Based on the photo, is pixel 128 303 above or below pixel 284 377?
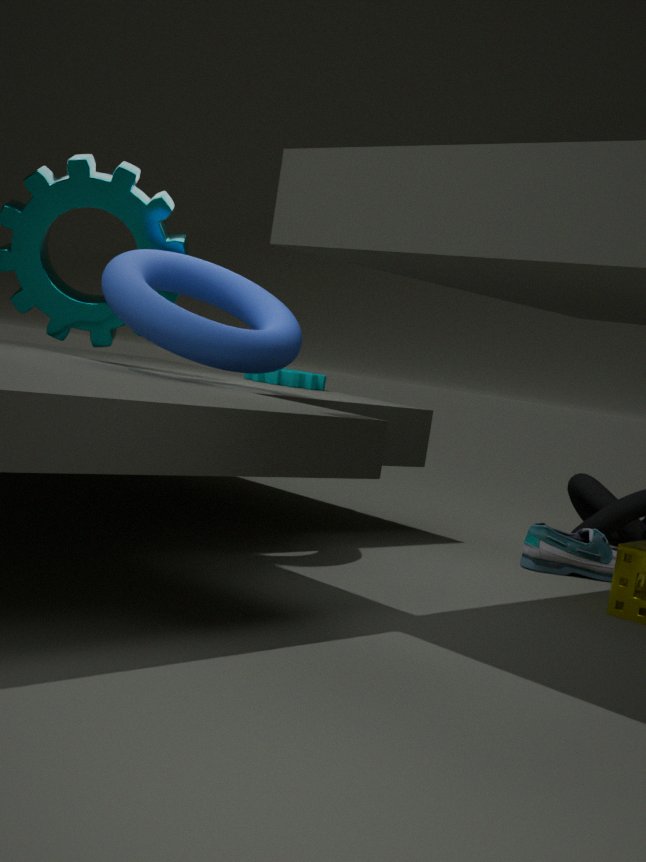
above
